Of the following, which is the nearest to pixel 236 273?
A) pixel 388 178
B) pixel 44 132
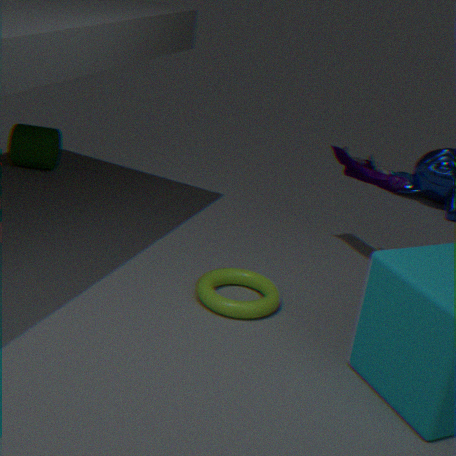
pixel 388 178
